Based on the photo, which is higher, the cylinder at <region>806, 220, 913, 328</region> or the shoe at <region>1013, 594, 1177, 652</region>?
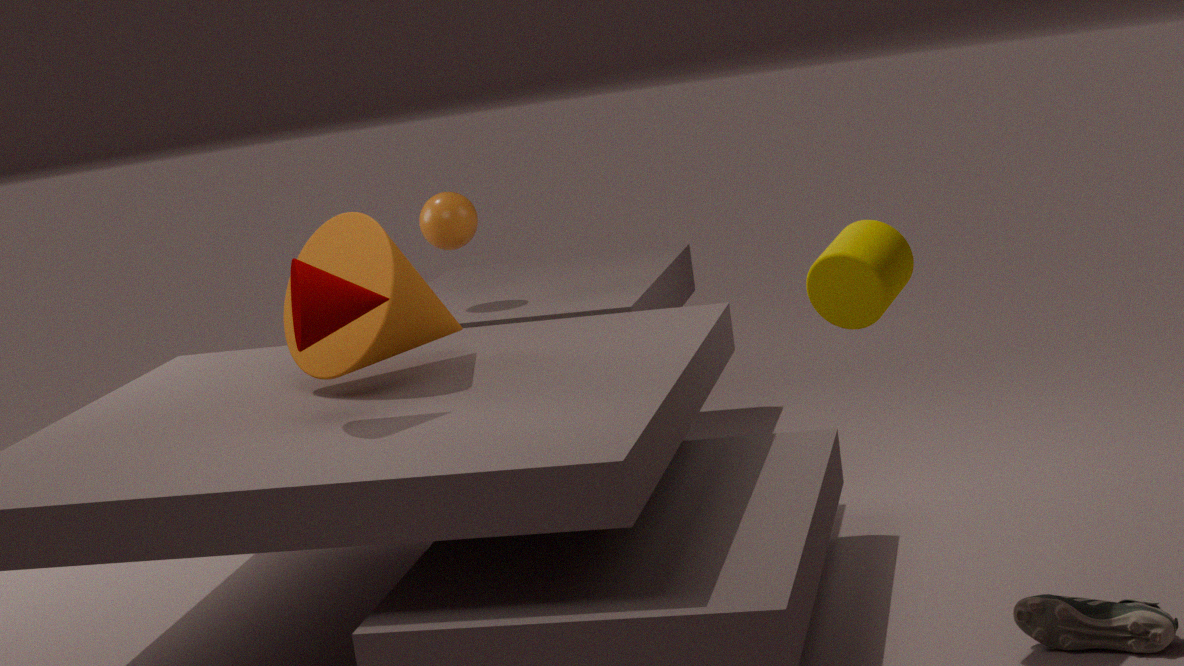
the cylinder at <region>806, 220, 913, 328</region>
